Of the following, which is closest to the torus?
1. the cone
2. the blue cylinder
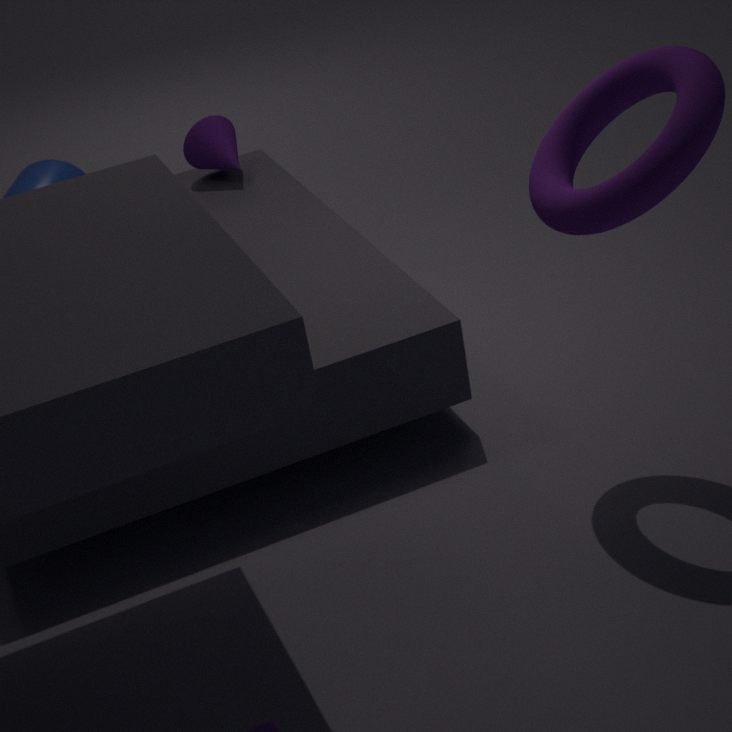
the cone
